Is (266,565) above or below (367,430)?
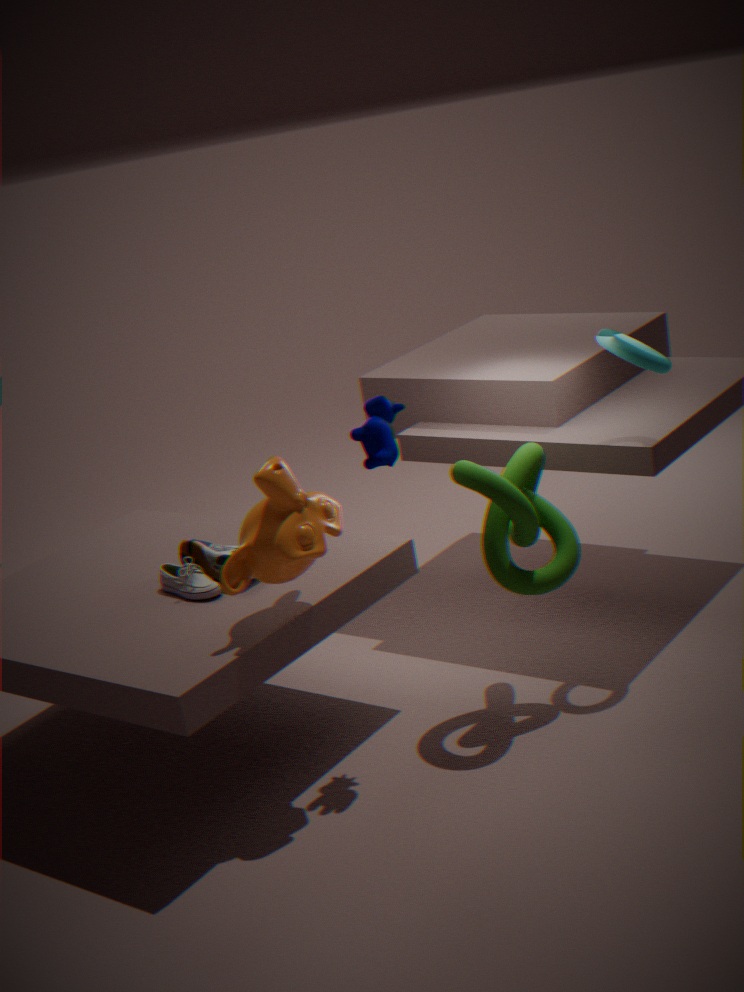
below
